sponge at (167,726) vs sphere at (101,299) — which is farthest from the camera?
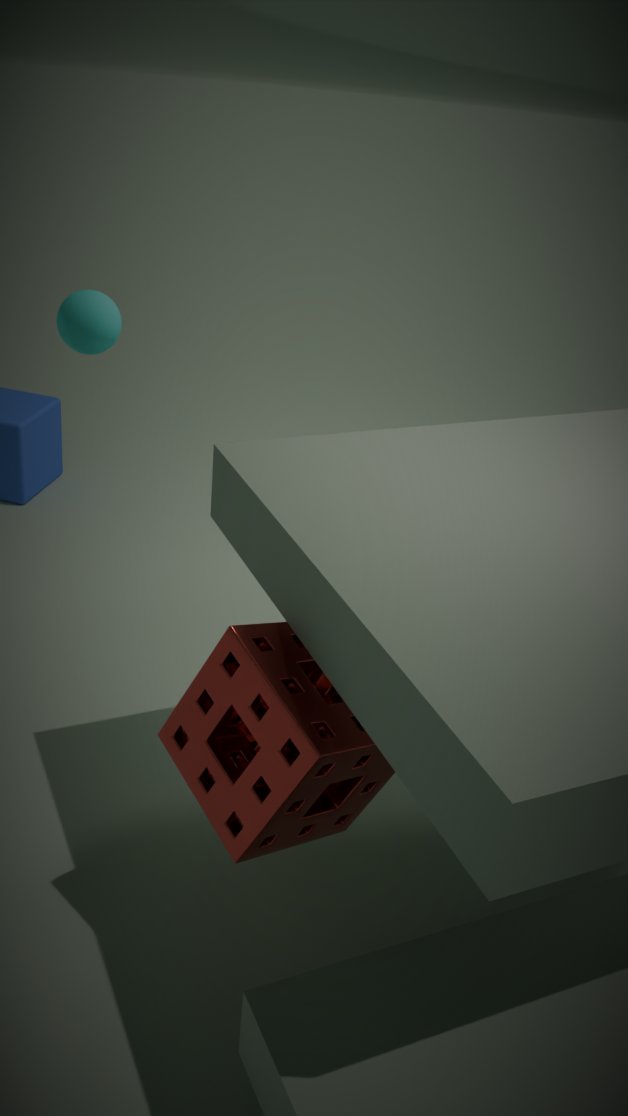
sphere at (101,299)
